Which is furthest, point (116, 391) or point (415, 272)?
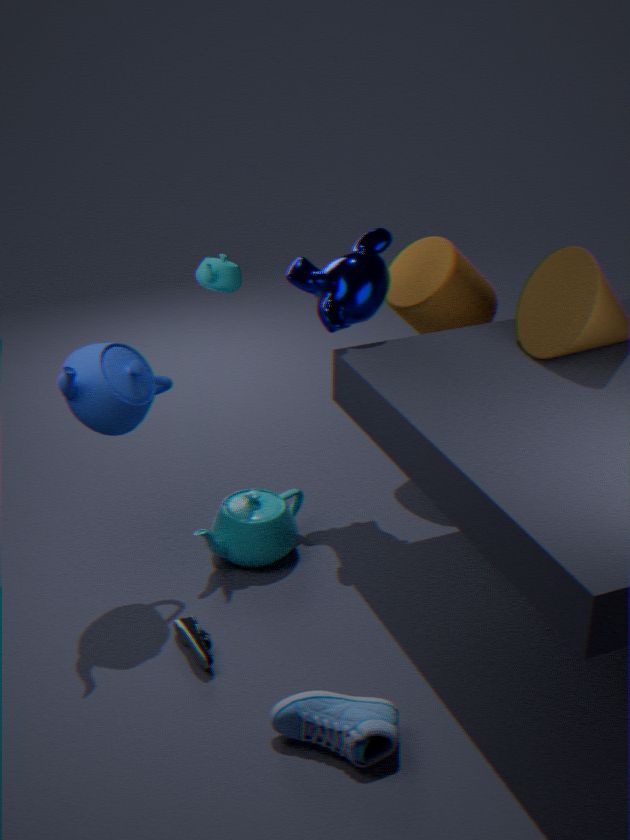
point (415, 272)
